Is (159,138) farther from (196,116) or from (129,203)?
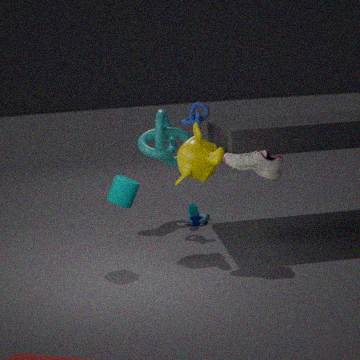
(129,203)
